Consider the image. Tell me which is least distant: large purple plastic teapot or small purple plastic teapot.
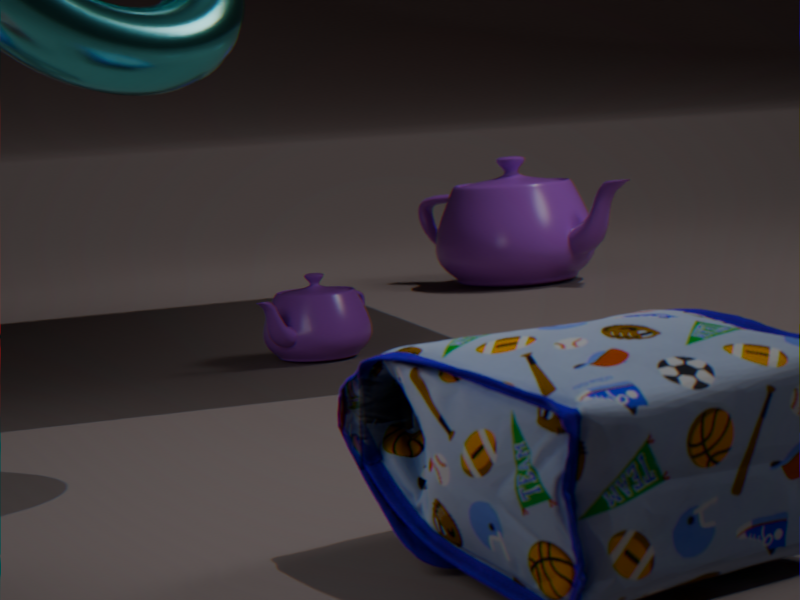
small purple plastic teapot
